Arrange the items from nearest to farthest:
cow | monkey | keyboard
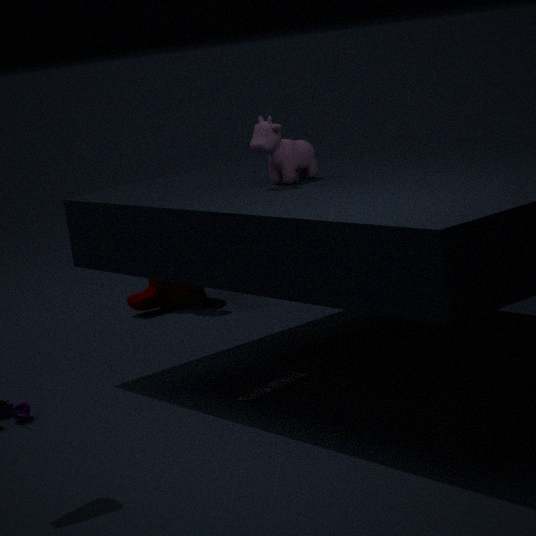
cow → keyboard → monkey
